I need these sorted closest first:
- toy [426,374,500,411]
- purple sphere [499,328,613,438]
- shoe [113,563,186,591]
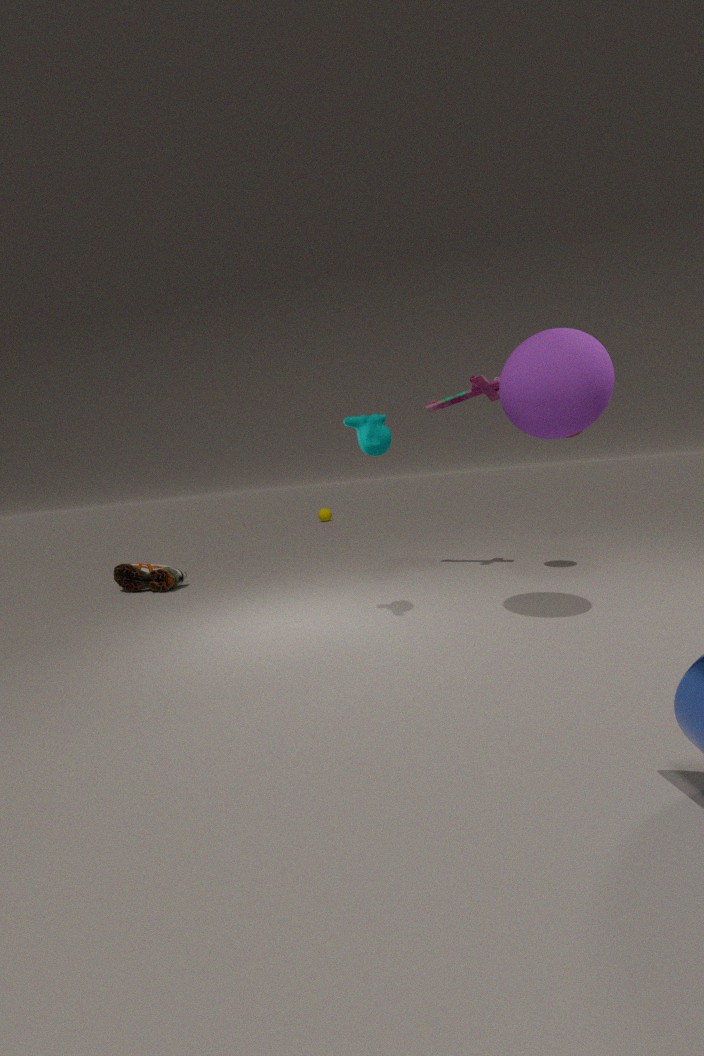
purple sphere [499,328,613,438]
toy [426,374,500,411]
shoe [113,563,186,591]
